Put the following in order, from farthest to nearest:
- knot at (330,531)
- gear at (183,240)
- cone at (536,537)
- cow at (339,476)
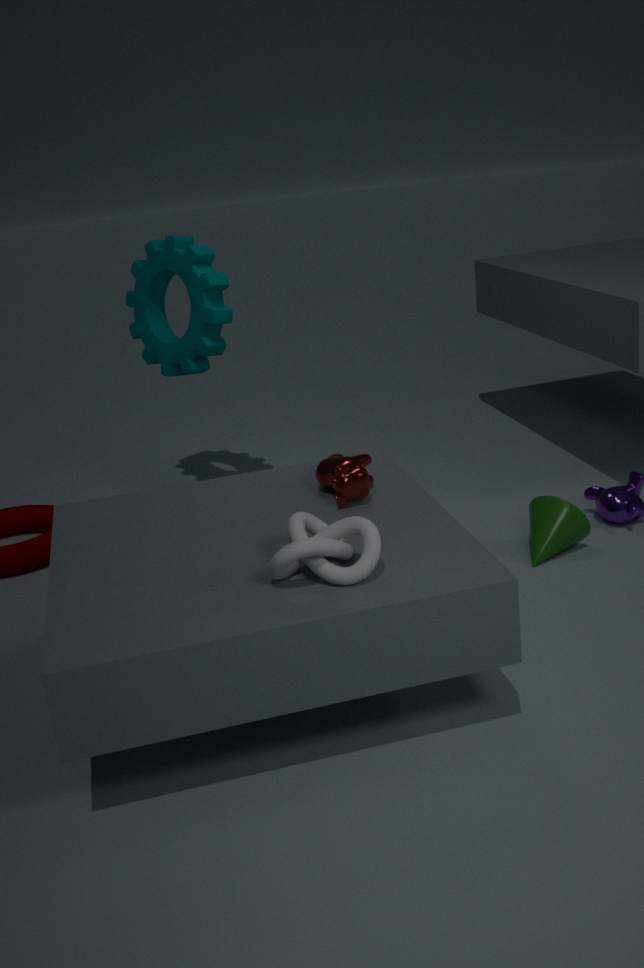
gear at (183,240), cone at (536,537), cow at (339,476), knot at (330,531)
